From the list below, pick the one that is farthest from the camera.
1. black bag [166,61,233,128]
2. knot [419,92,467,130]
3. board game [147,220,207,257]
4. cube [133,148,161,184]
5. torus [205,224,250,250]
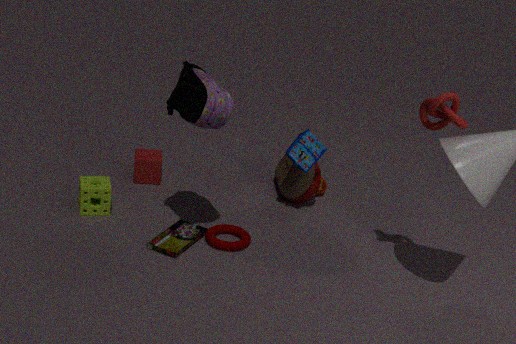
cube [133,148,161,184]
